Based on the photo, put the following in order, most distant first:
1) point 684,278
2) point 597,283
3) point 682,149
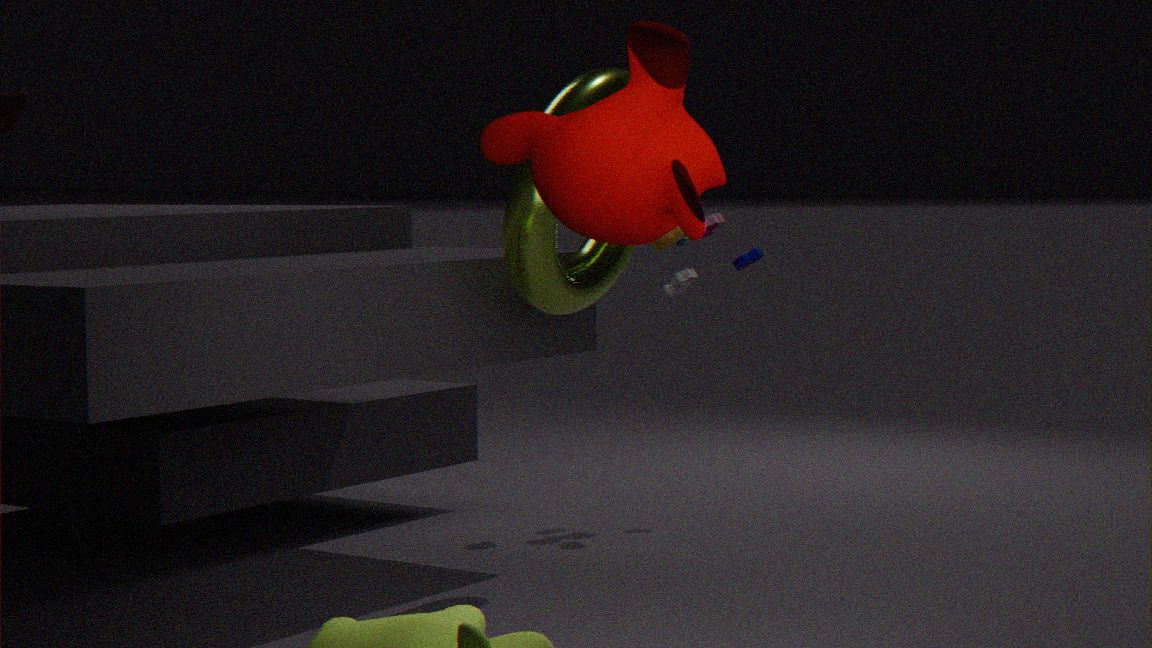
1. point 684,278 < 2. point 597,283 < 3. point 682,149
